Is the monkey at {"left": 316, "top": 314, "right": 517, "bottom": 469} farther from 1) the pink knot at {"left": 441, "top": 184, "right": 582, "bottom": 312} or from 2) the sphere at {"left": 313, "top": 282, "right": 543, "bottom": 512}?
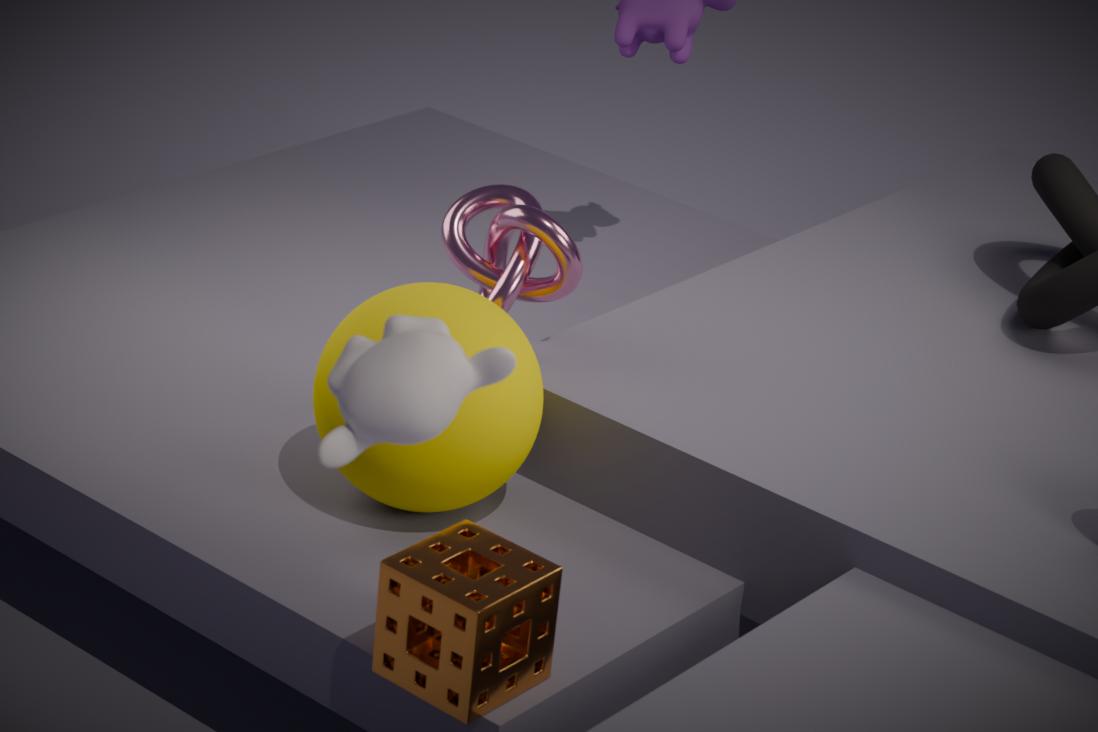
1) the pink knot at {"left": 441, "top": 184, "right": 582, "bottom": 312}
